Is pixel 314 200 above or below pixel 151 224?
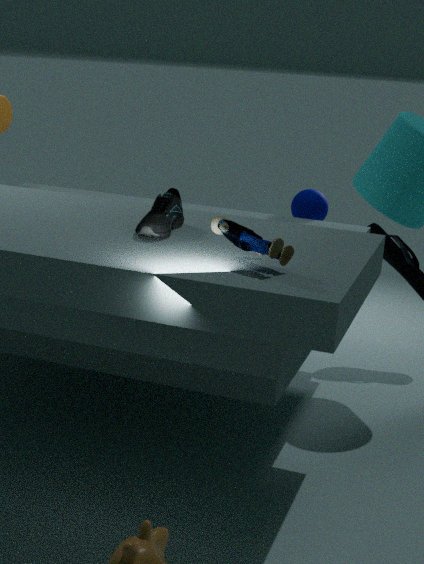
below
